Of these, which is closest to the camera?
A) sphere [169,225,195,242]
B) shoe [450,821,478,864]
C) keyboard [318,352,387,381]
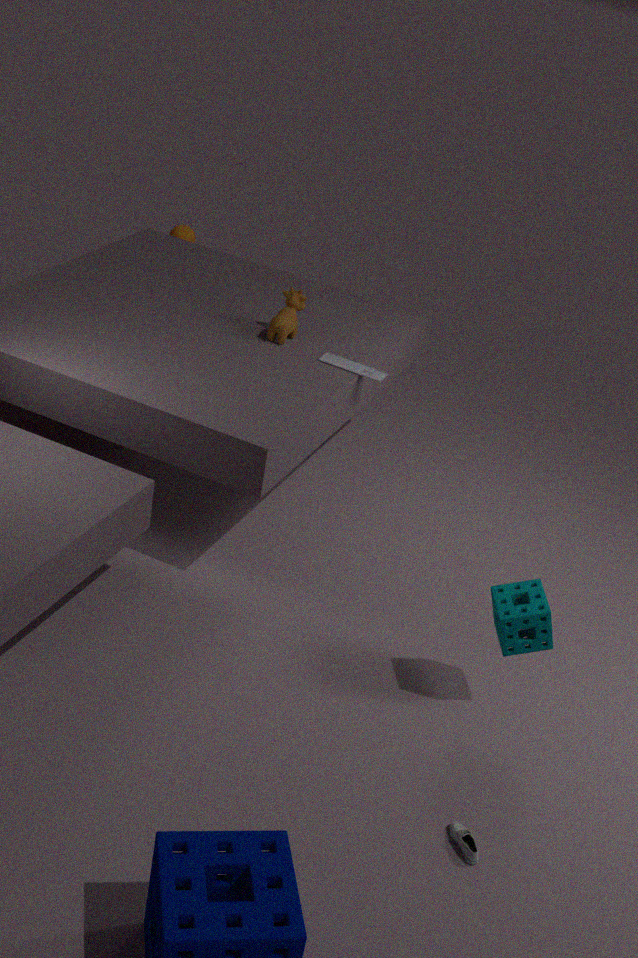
shoe [450,821,478,864]
